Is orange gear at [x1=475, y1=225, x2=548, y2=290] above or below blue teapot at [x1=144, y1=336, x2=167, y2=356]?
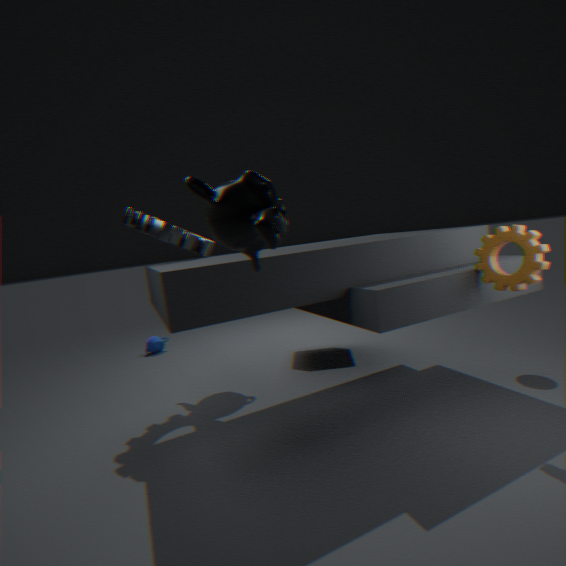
above
